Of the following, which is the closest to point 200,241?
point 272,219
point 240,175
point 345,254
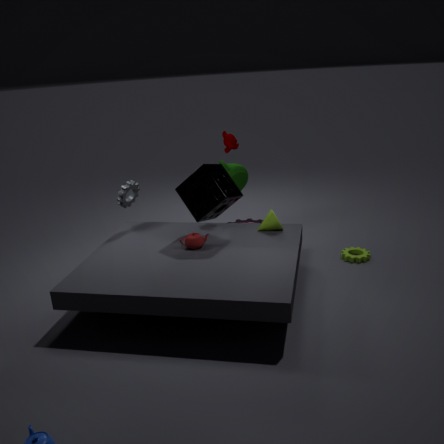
point 272,219
